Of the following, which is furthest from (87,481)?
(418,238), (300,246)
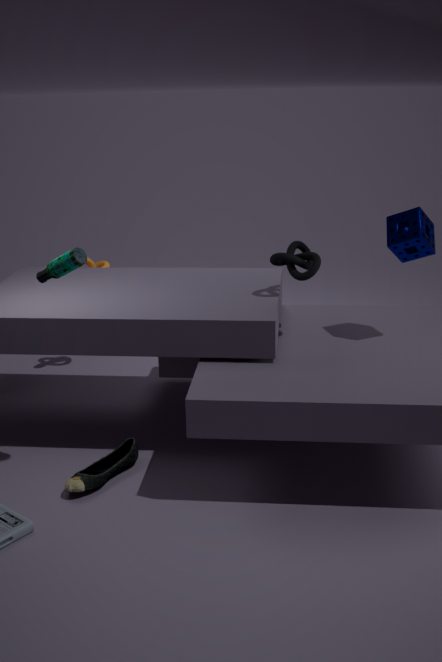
(418,238)
